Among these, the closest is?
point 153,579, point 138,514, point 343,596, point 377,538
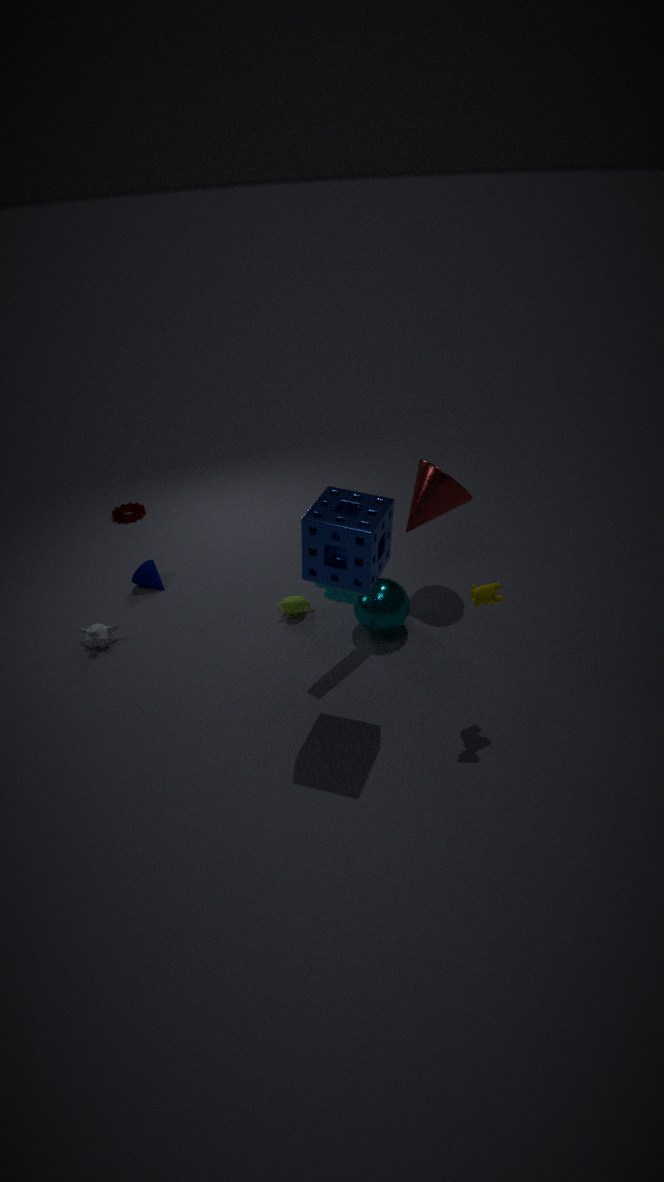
point 377,538
